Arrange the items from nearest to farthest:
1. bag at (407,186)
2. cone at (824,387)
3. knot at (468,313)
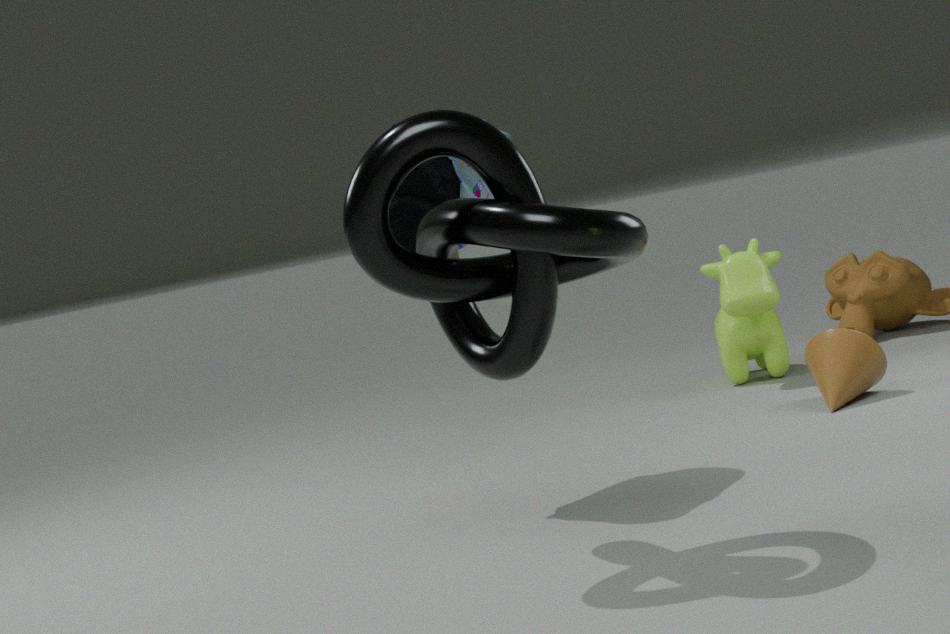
knot at (468,313) < bag at (407,186) < cone at (824,387)
